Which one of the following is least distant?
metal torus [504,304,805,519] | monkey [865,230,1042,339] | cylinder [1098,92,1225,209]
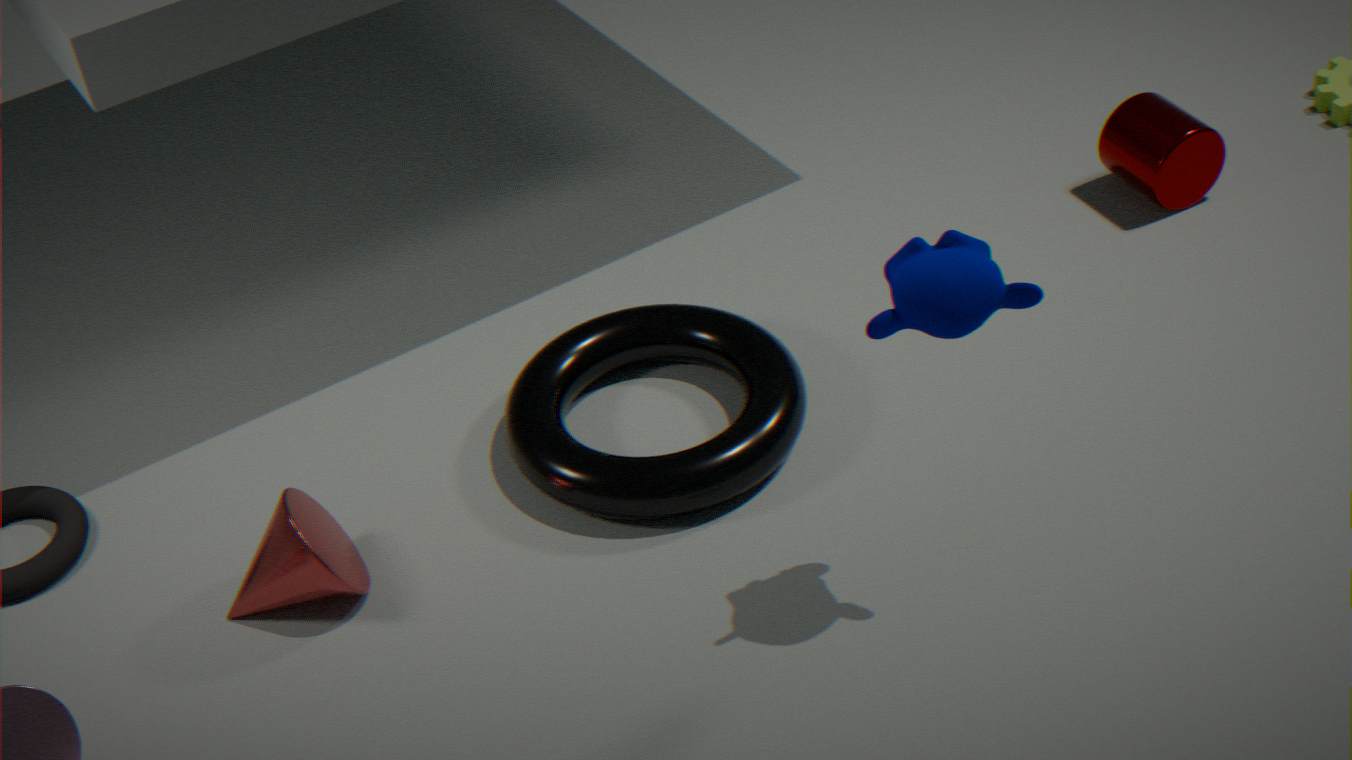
monkey [865,230,1042,339]
